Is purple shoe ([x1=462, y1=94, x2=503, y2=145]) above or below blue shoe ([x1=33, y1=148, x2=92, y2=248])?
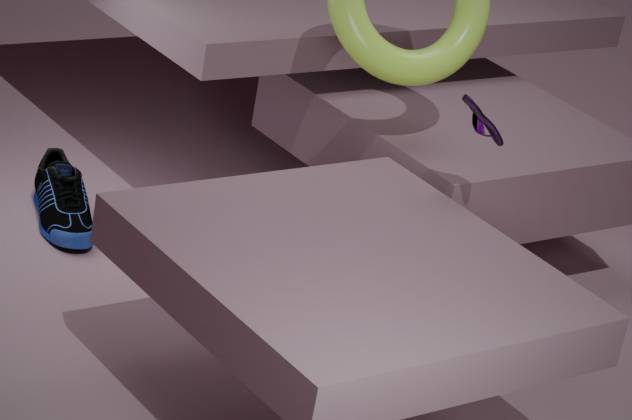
above
